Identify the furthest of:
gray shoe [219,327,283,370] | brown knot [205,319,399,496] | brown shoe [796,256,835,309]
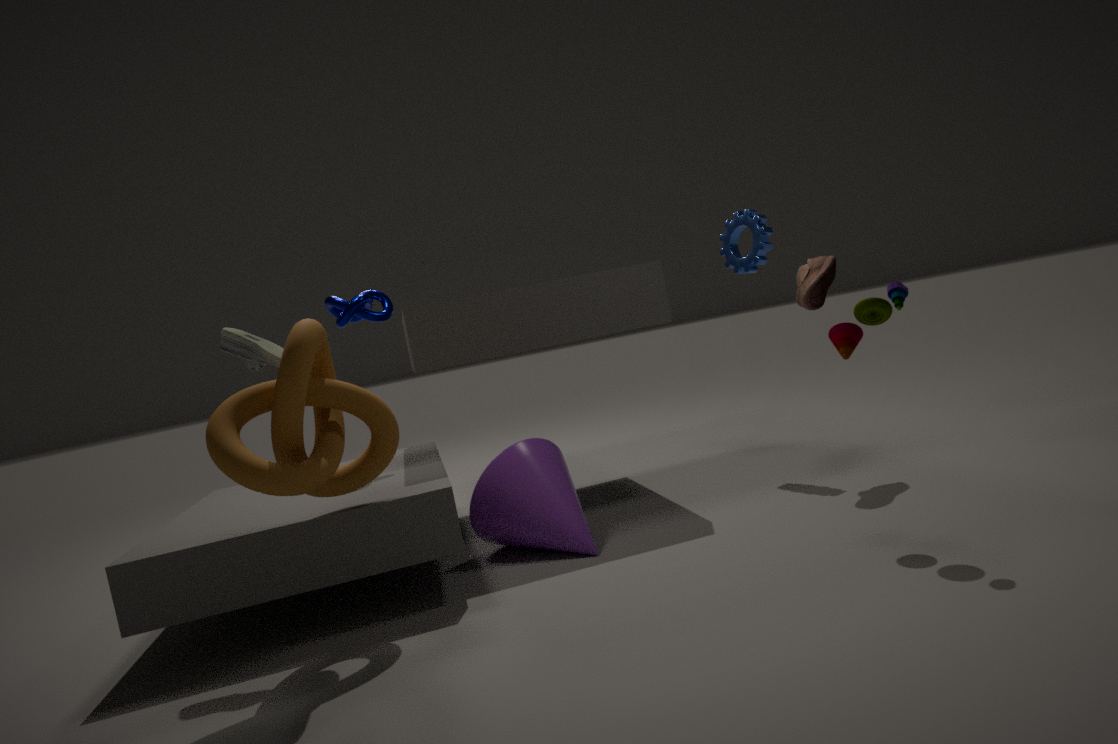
brown shoe [796,256,835,309]
